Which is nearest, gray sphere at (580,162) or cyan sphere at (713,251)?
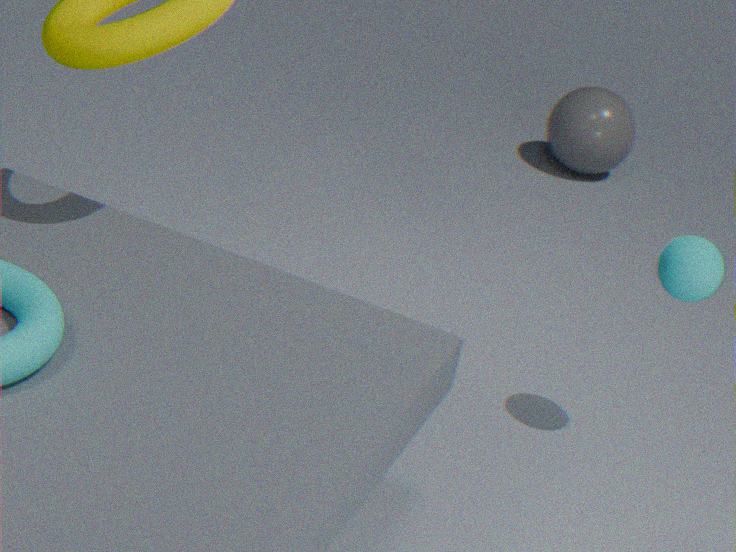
cyan sphere at (713,251)
